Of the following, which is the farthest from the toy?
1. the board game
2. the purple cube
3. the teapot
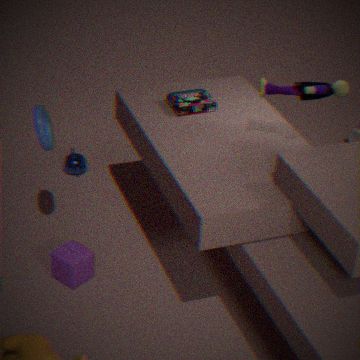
the teapot
